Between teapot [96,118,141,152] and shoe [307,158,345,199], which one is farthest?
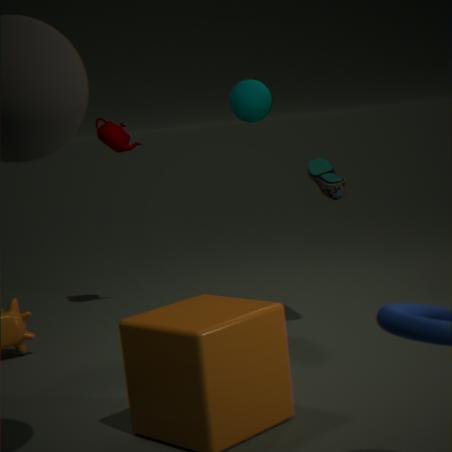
teapot [96,118,141,152]
